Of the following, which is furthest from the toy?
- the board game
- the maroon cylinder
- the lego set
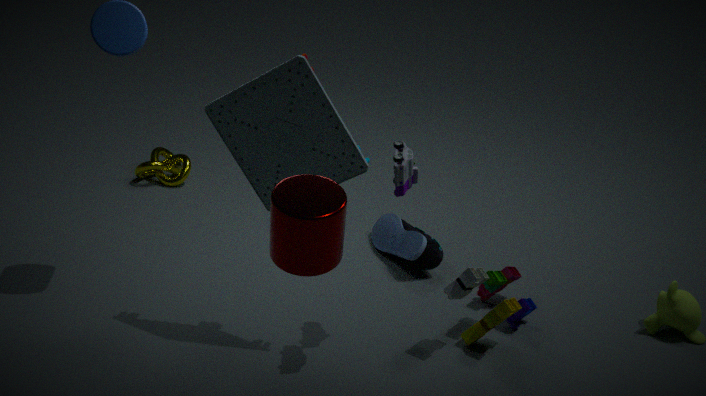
the maroon cylinder
